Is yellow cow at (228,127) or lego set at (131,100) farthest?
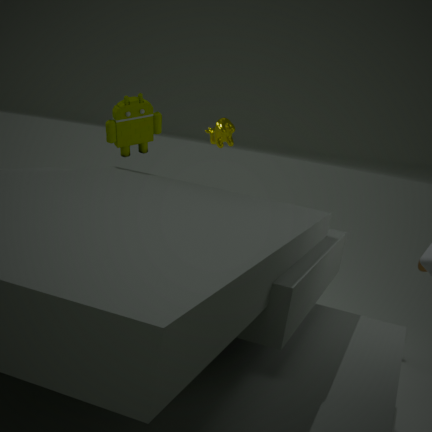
yellow cow at (228,127)
